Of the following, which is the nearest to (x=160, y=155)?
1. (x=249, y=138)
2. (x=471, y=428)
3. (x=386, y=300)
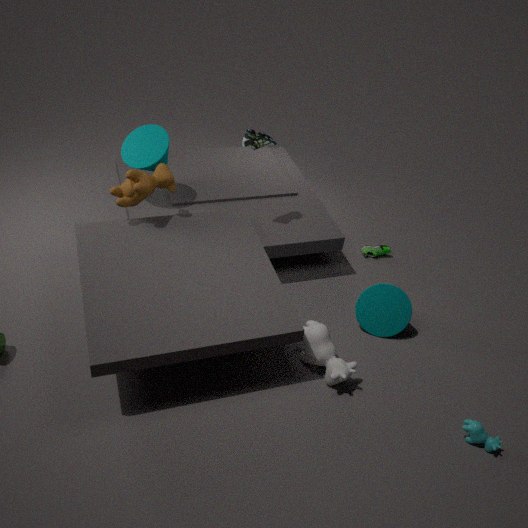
(x=249, y=138)
